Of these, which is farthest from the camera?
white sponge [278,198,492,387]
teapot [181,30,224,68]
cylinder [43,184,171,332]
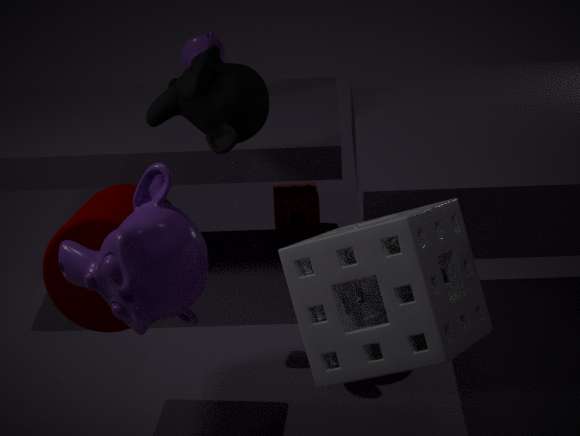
teapot [181,30,224,68]
